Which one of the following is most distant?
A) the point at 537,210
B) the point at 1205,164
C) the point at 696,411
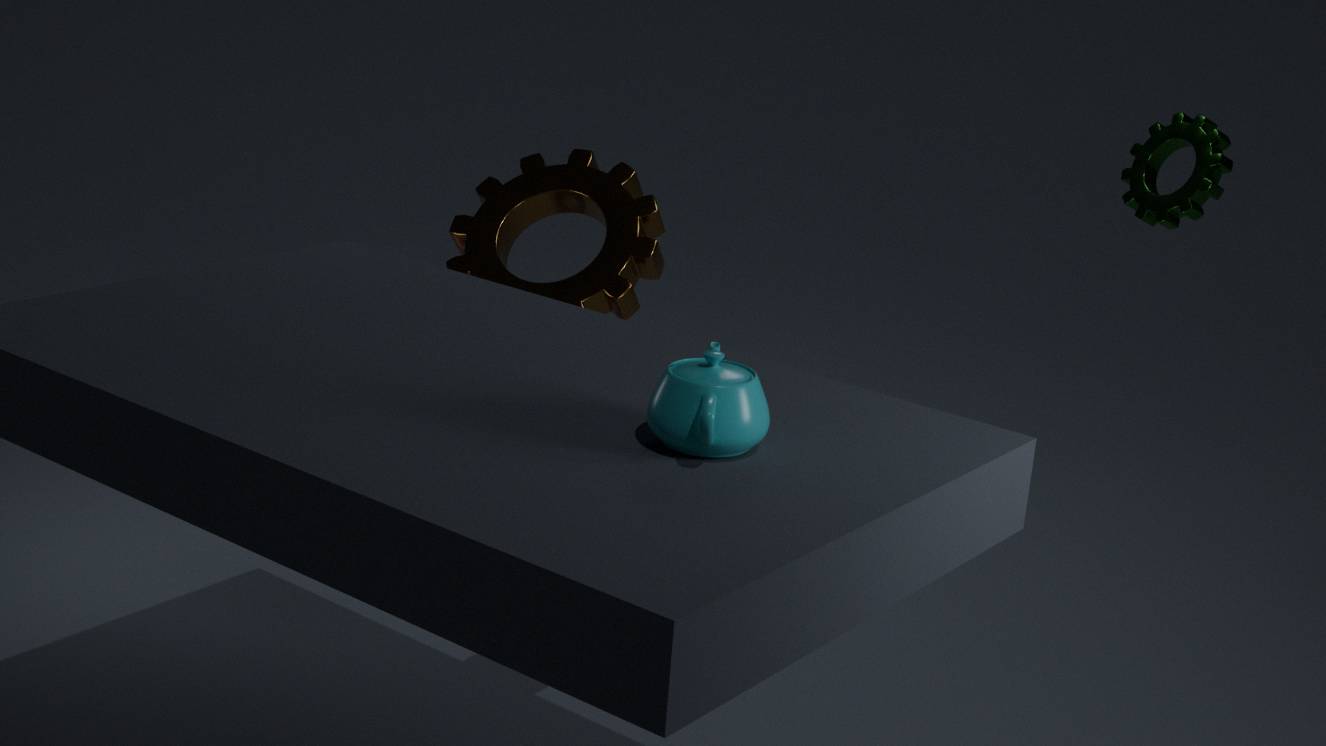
the point at 537,210
